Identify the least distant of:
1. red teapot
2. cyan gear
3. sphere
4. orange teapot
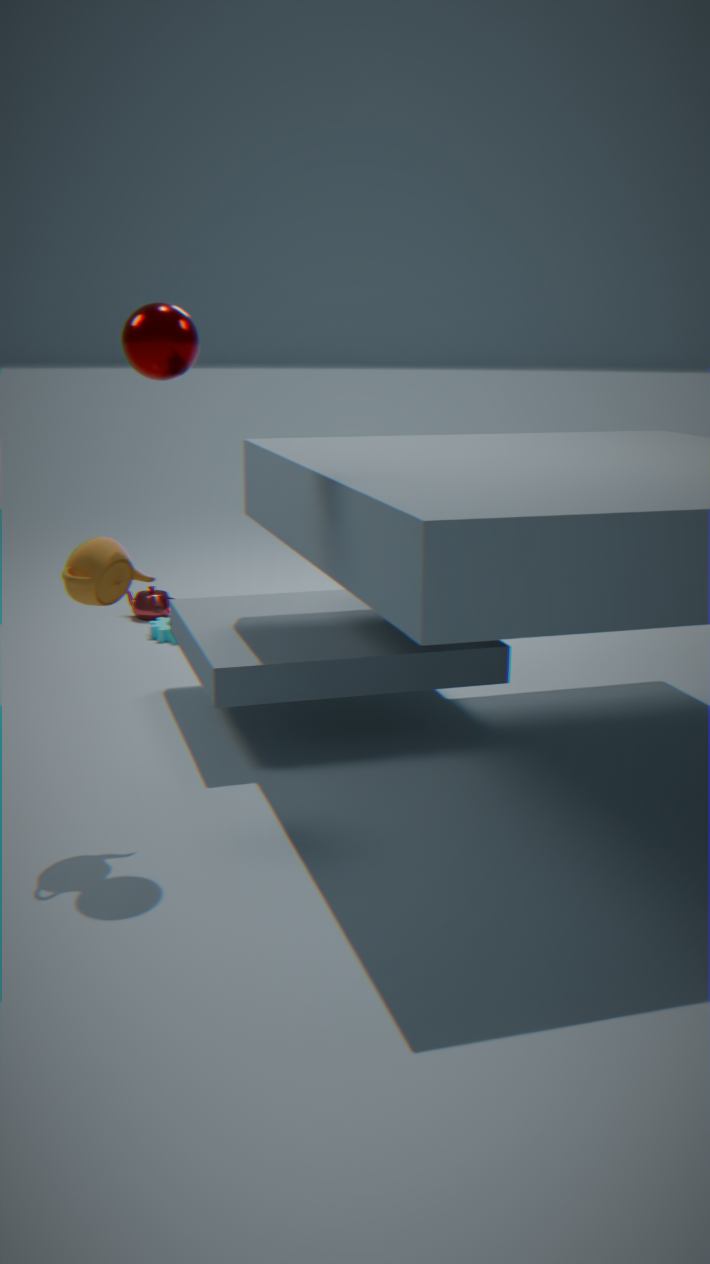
orange teapot
